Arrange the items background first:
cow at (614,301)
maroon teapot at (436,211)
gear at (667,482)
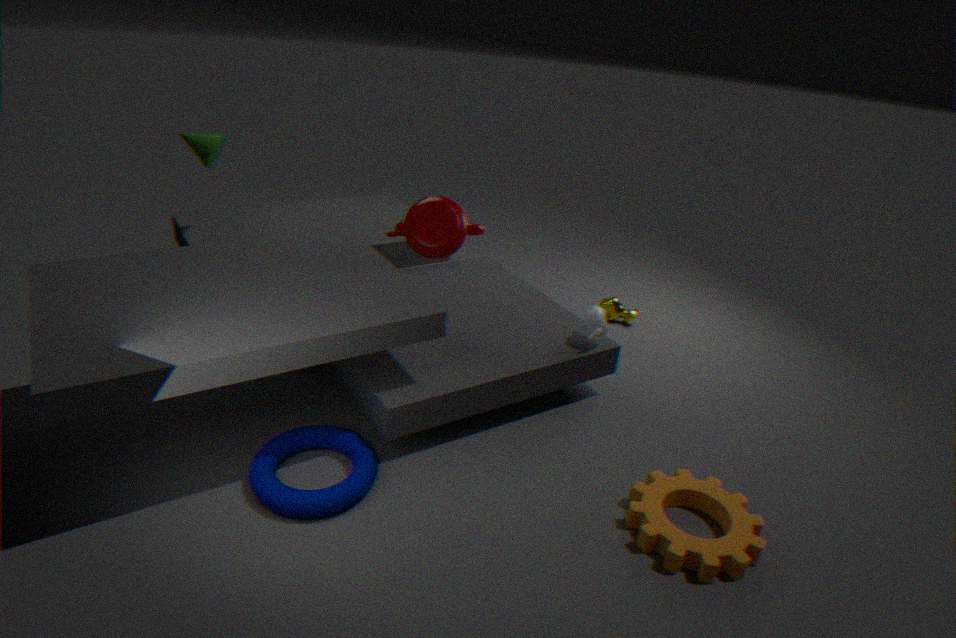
cow at (614,301) < maroon teapot at (436,211) < gear at (667,482)
